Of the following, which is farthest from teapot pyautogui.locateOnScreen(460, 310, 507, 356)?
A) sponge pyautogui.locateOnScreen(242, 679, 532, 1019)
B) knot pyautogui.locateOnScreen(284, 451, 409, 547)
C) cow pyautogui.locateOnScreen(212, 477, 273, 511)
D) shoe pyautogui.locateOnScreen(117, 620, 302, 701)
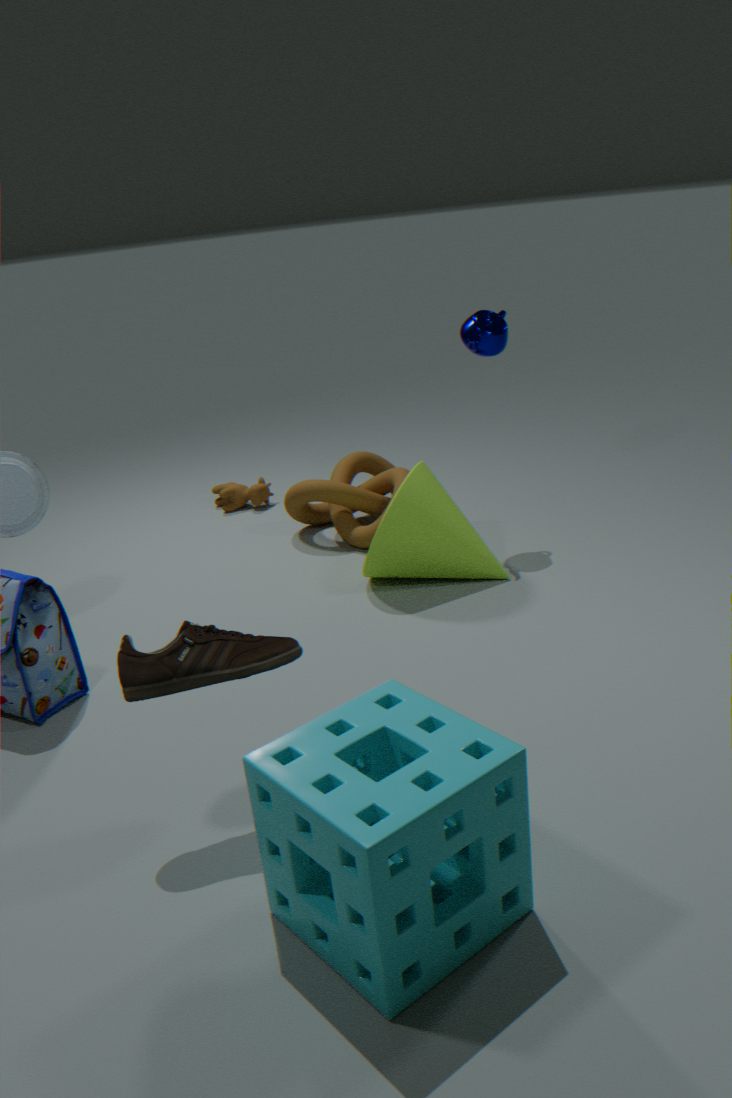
sponge pyautogui.locateOnScreen(242, 679, 532, 1019)
